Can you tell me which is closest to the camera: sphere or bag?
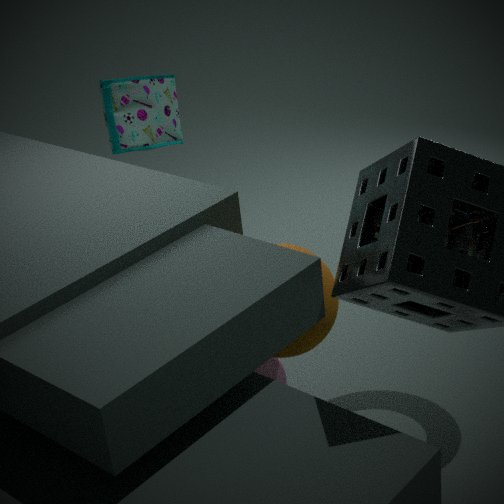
sphere
